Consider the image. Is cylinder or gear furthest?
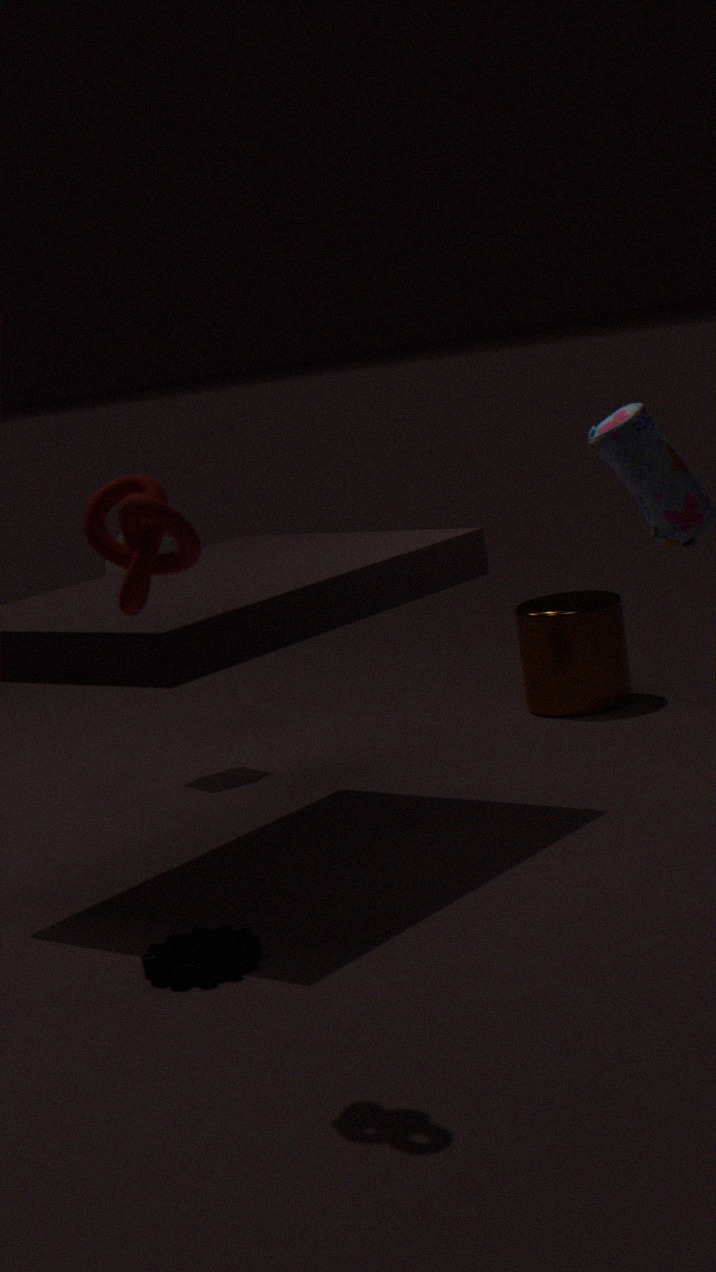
cylinder
